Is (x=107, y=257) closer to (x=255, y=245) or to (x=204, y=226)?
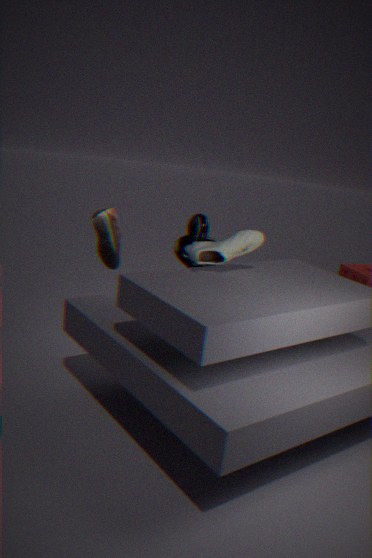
(x=204, y=226)
